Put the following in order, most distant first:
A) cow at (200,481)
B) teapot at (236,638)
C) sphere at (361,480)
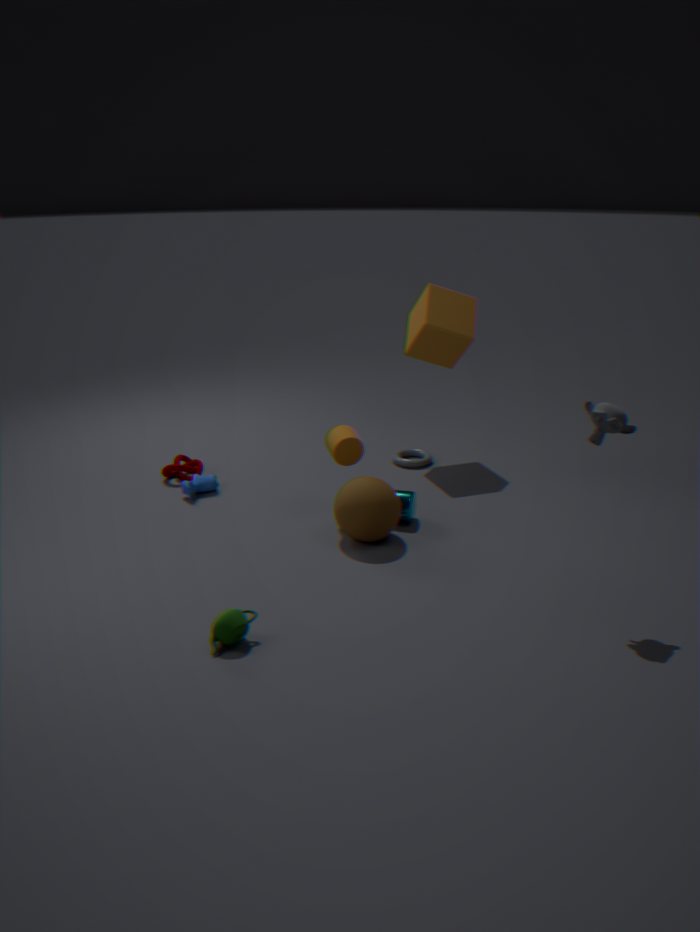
cow at (200,481), sphere at (361,480), teapot at (236,638)
